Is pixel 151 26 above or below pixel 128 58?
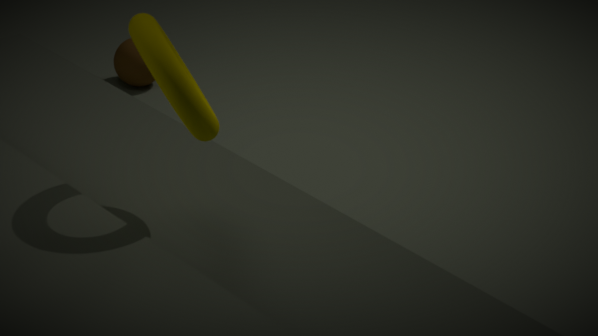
above
